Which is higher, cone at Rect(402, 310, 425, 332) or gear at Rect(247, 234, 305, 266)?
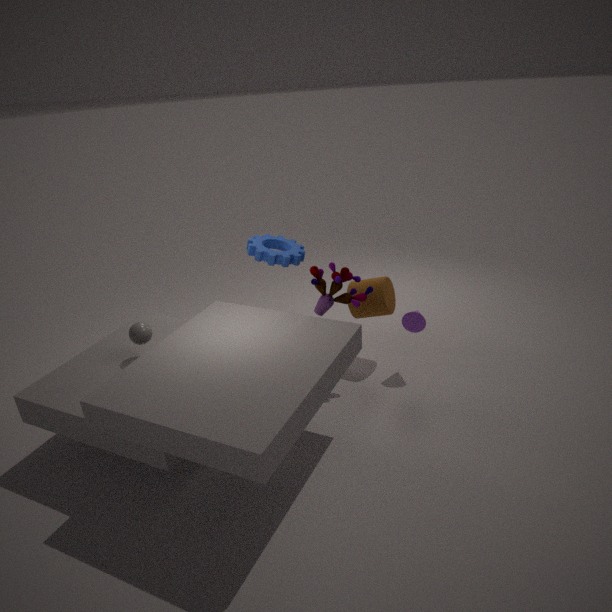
gear at Rect(247, 234, 305, 266)
